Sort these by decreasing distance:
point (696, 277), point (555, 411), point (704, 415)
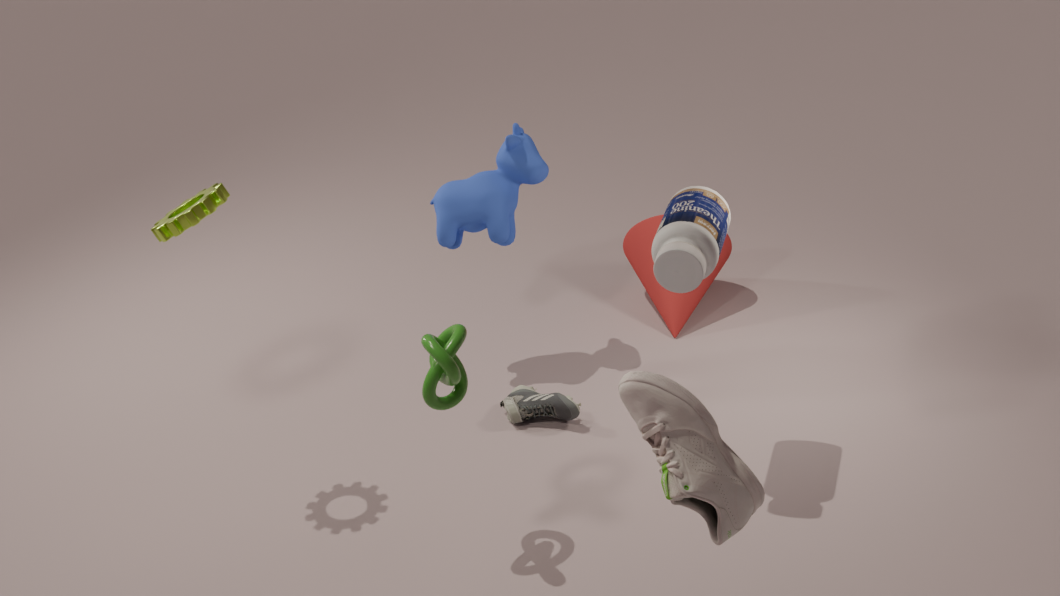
point (555, 411)
point (696, 277)
point (704, 415)
